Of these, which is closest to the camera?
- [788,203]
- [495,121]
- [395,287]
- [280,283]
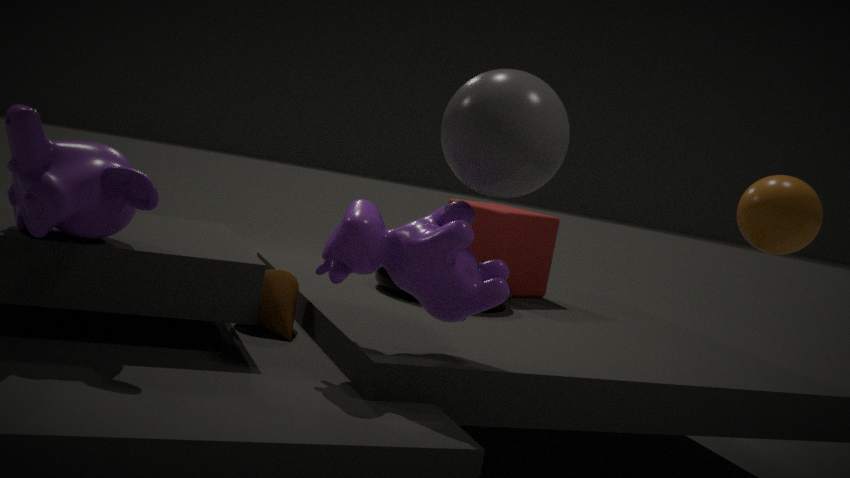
[788,203]
